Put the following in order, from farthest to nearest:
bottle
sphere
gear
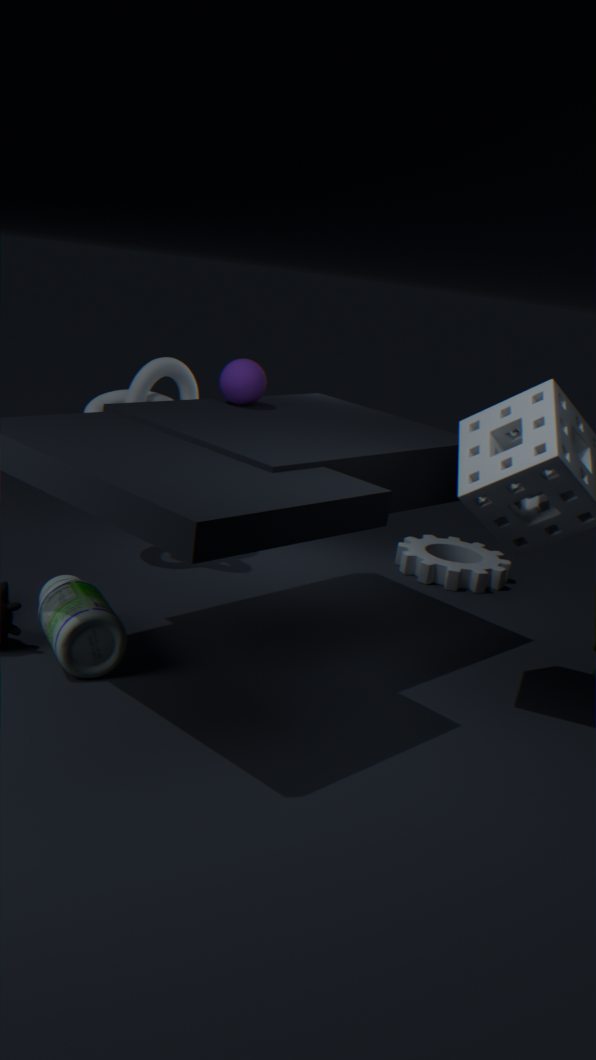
gear < sphere < bottle
